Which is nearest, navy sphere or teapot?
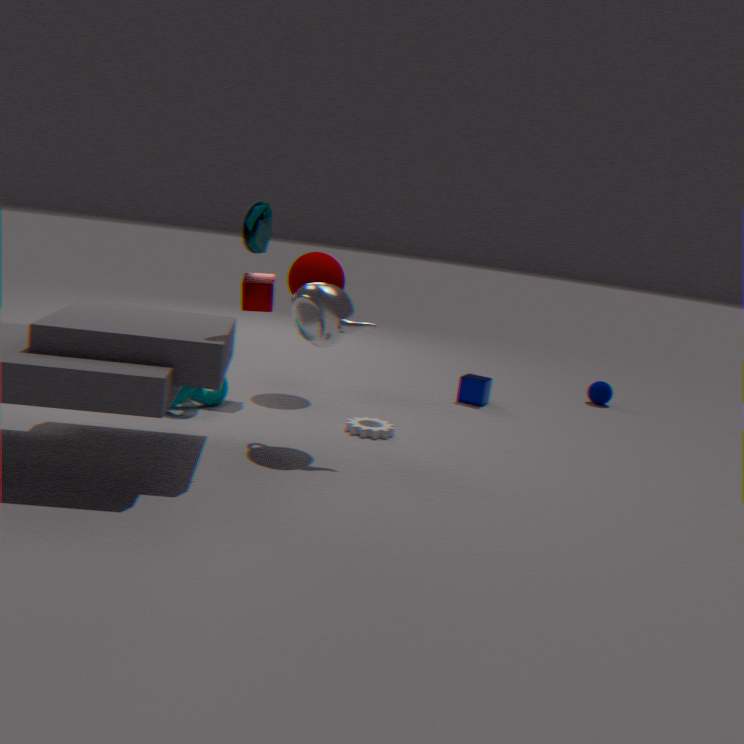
teapot
